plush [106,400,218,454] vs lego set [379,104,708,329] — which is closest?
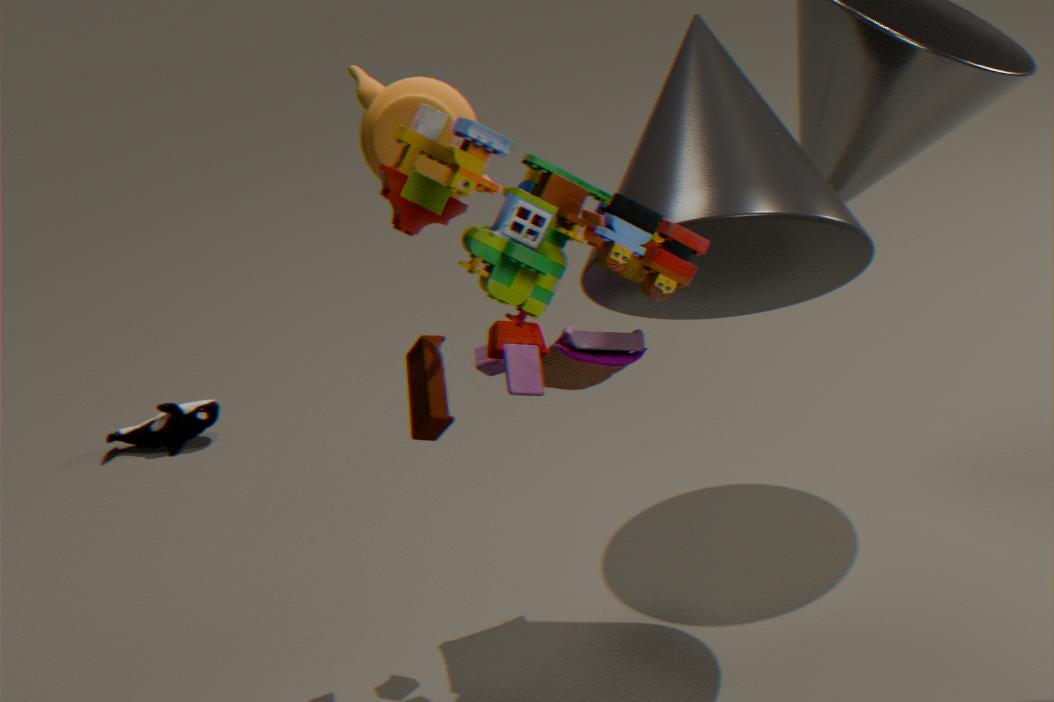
lego set [379,104,708,329]
